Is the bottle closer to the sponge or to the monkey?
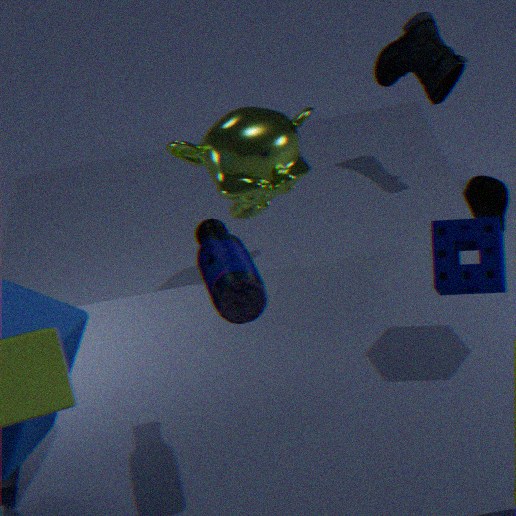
the sponge
